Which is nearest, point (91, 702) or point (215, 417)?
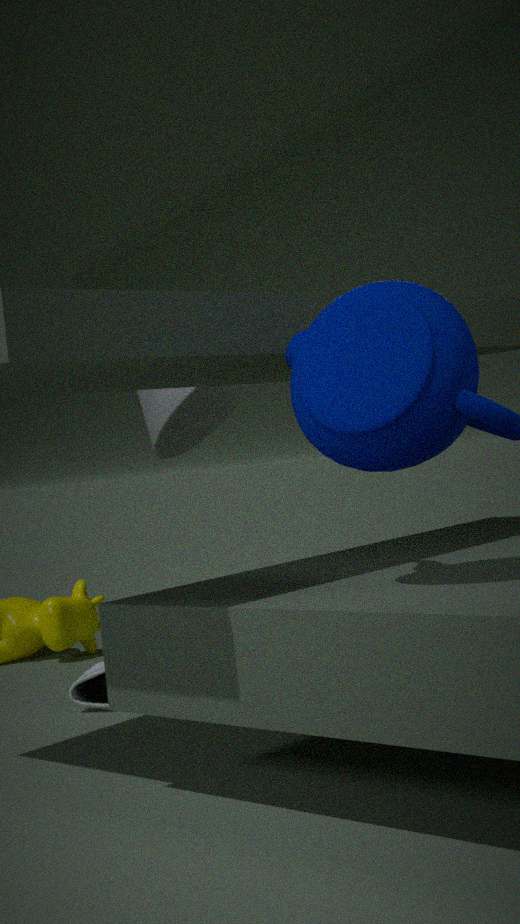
point (91, 702)
